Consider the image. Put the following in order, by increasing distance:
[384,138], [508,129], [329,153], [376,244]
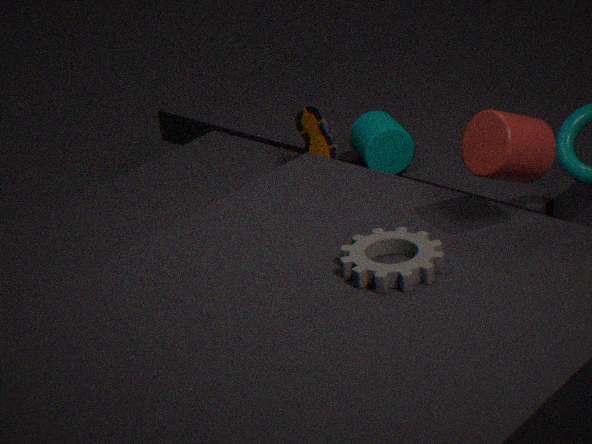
[508,129], [376,244], [329,153], [384,138]
